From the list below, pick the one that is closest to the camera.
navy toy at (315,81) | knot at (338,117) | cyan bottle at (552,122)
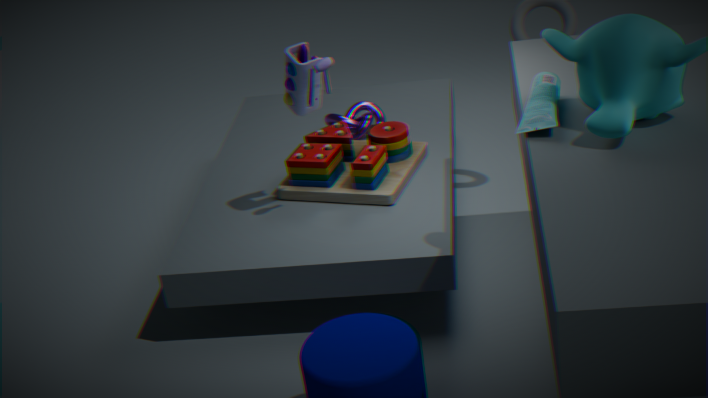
cyan bottle at (552,122)
